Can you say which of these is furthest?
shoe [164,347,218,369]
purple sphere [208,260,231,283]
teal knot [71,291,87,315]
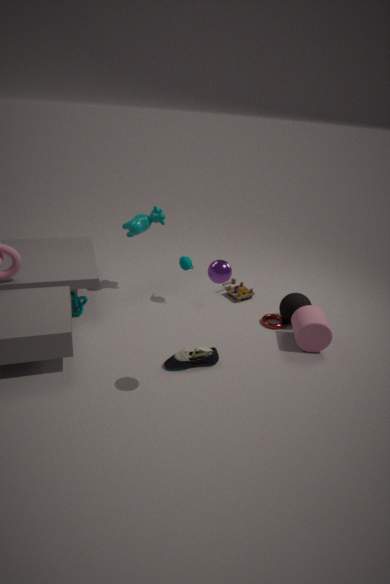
teal knot [71,291,87,315]
